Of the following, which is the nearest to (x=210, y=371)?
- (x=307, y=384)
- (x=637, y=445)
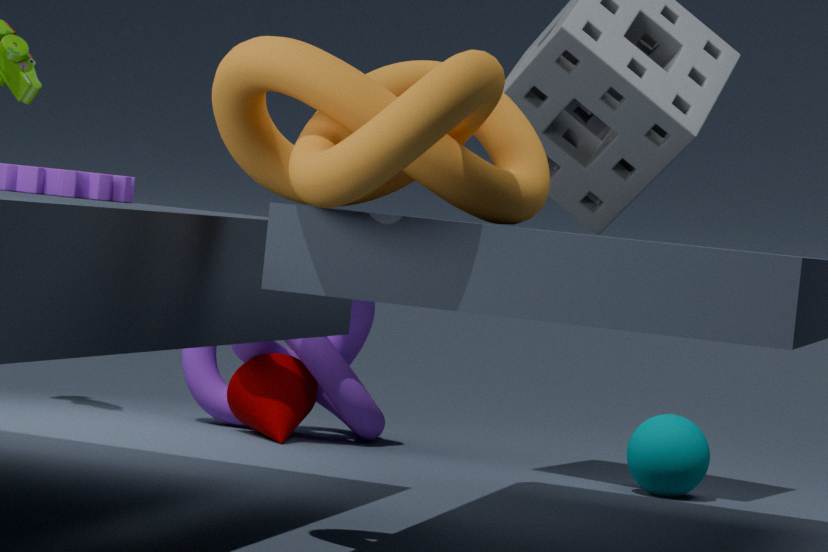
(x=307, y=384)
